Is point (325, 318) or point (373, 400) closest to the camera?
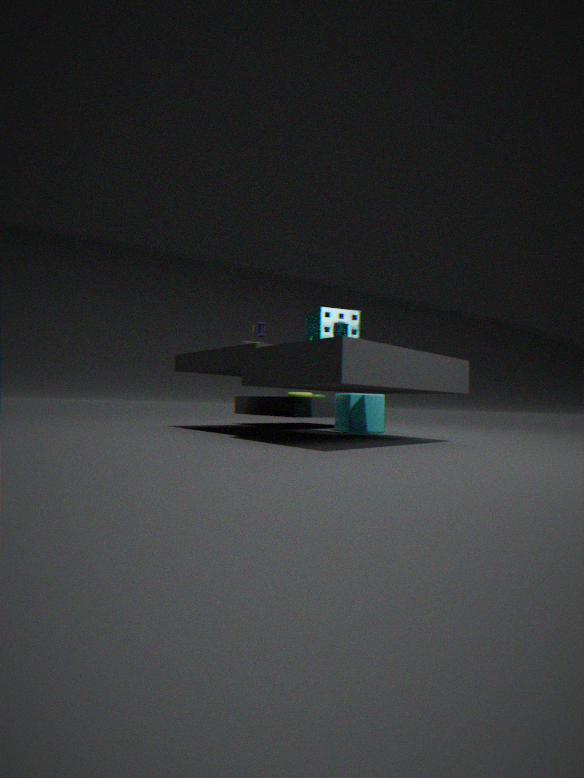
point (325, 318)
